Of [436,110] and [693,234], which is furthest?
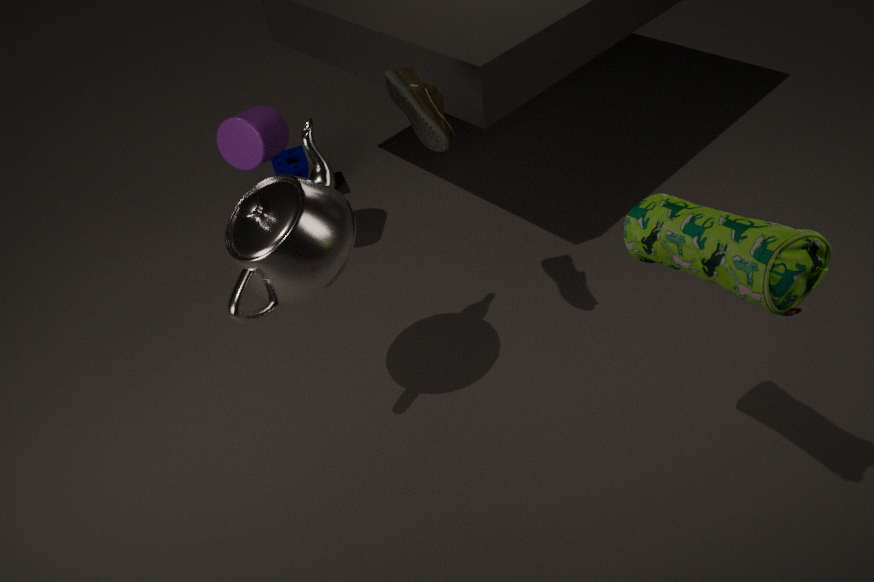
[436,110]
